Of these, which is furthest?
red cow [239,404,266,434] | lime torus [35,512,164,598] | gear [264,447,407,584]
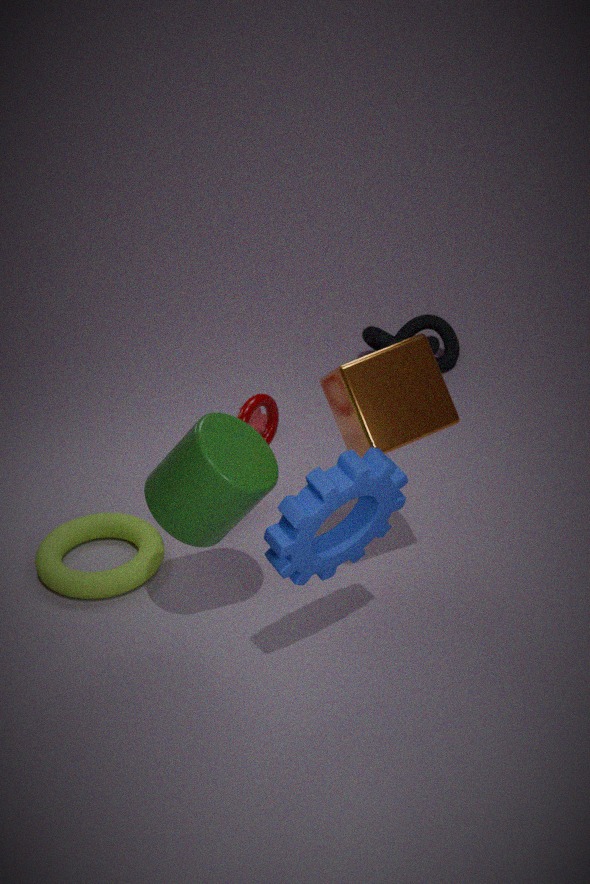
red cow [239,404,266,434]
